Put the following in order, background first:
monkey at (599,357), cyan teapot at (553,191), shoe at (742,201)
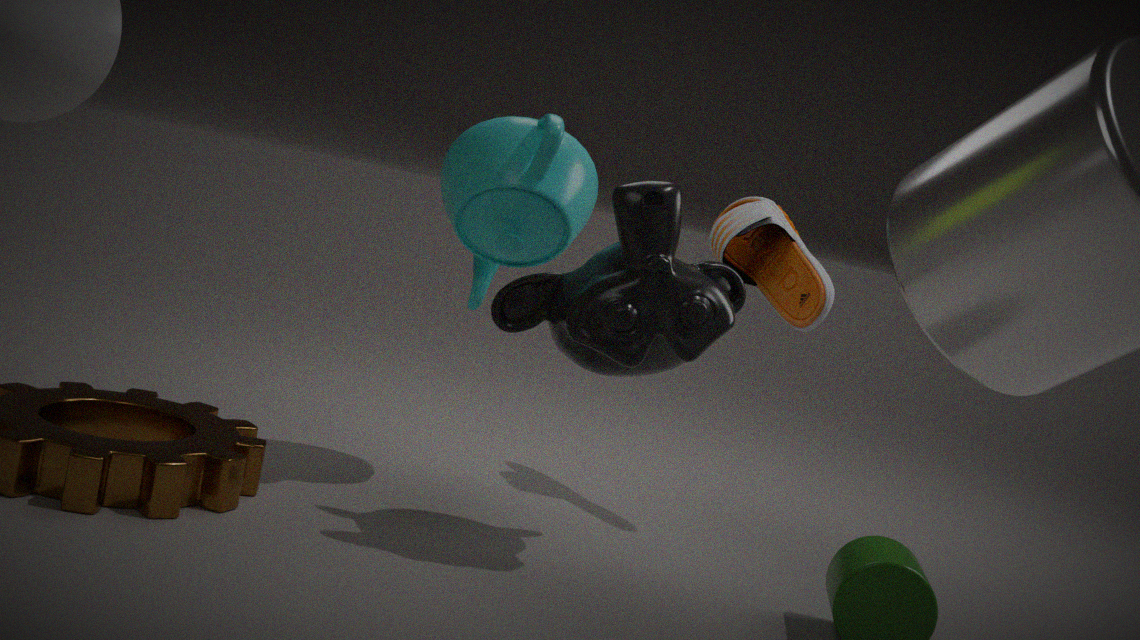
shoe at (742,201)
cyan teapot at (553,191)
monkey at (599,357)
